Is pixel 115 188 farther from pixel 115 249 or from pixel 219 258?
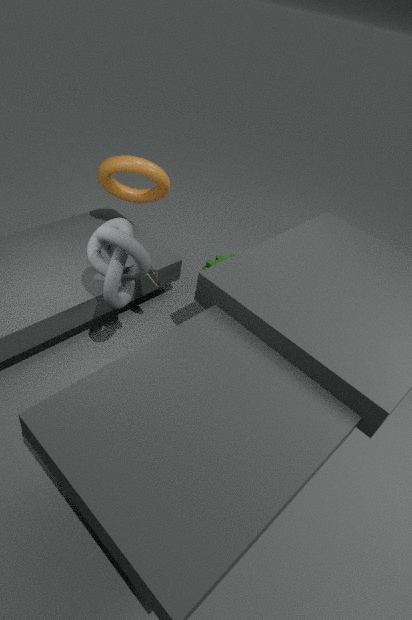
pixel 219 258
